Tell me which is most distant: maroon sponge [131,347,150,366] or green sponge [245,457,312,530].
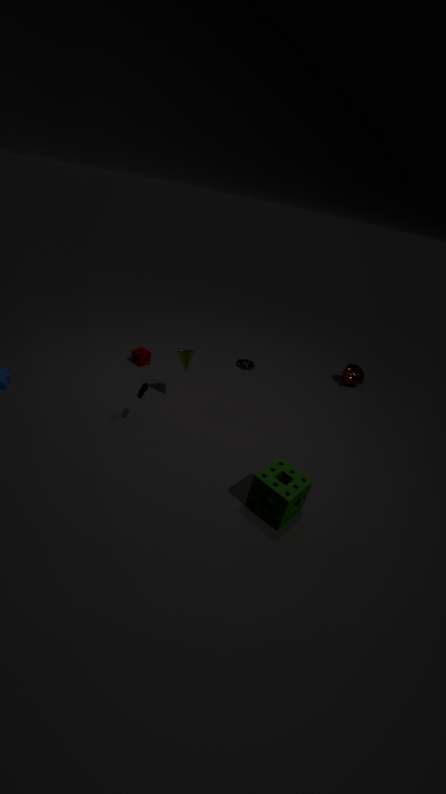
maroon sponge [131,347,150,366]
